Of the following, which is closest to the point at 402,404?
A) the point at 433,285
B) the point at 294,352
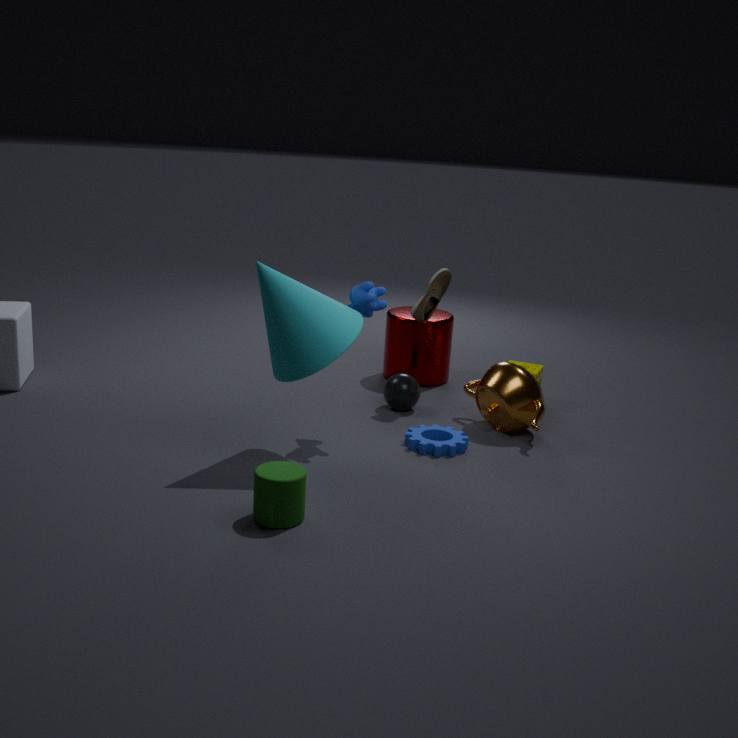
the point at 433,285
